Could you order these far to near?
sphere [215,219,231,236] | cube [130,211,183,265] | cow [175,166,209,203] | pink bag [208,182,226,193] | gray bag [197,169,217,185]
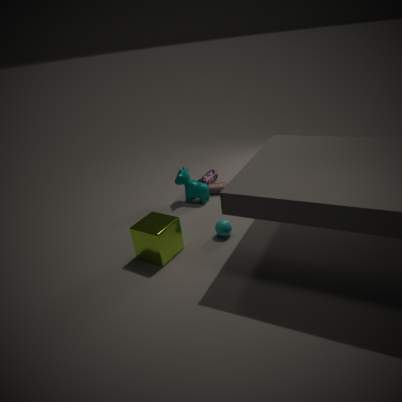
gray bag [197,169,217,185]
pink bag [208,182,226,193]
cow [175,166,209,203]
sphere [215,219,231,236]
cube [130,211,183,265]
